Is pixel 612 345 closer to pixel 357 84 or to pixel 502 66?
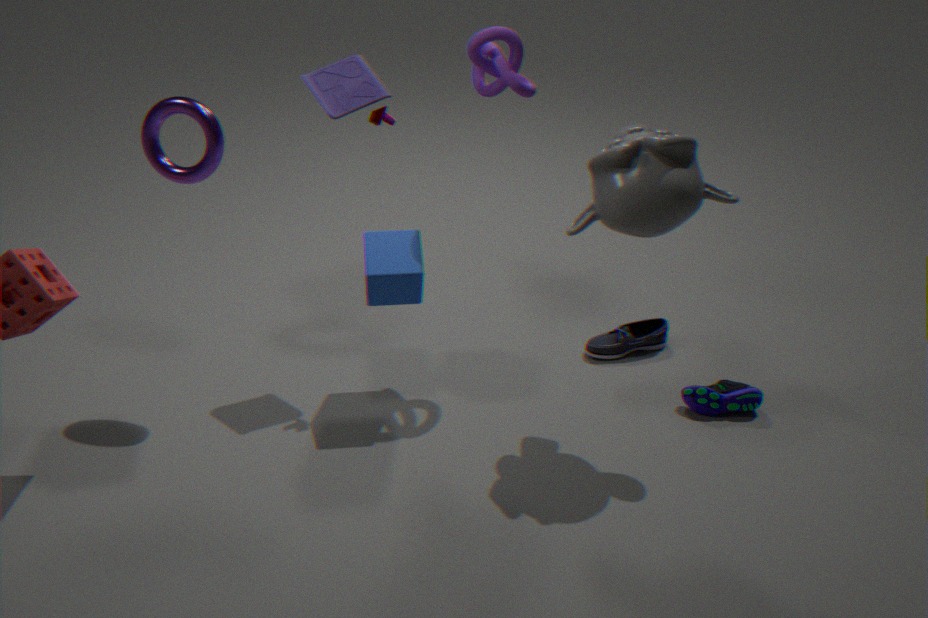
pixel 502 66
